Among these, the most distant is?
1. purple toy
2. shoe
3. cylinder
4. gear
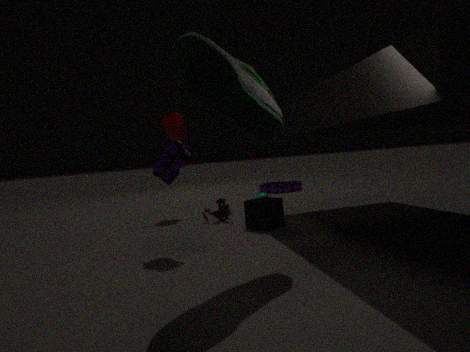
gear
